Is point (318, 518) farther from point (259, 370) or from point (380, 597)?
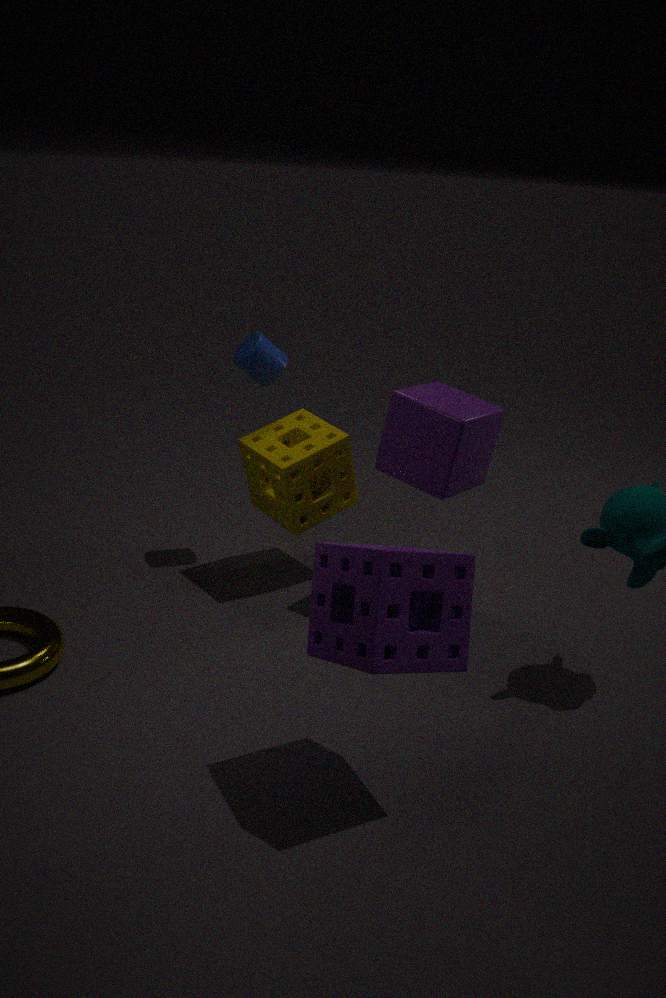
point (380, 597)
